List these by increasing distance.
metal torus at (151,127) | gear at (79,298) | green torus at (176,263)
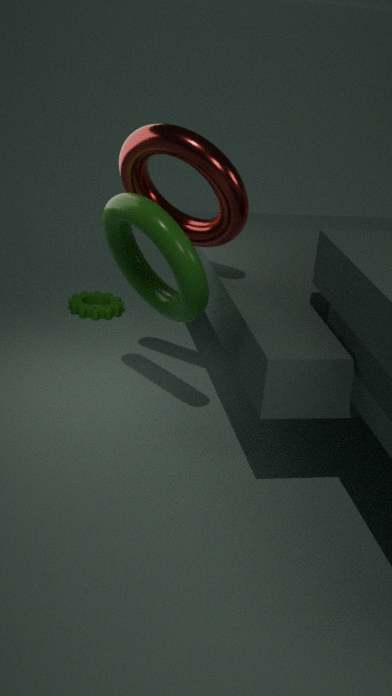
green torus at (176,263), metal torus at (151,127), gear at (79,298)
